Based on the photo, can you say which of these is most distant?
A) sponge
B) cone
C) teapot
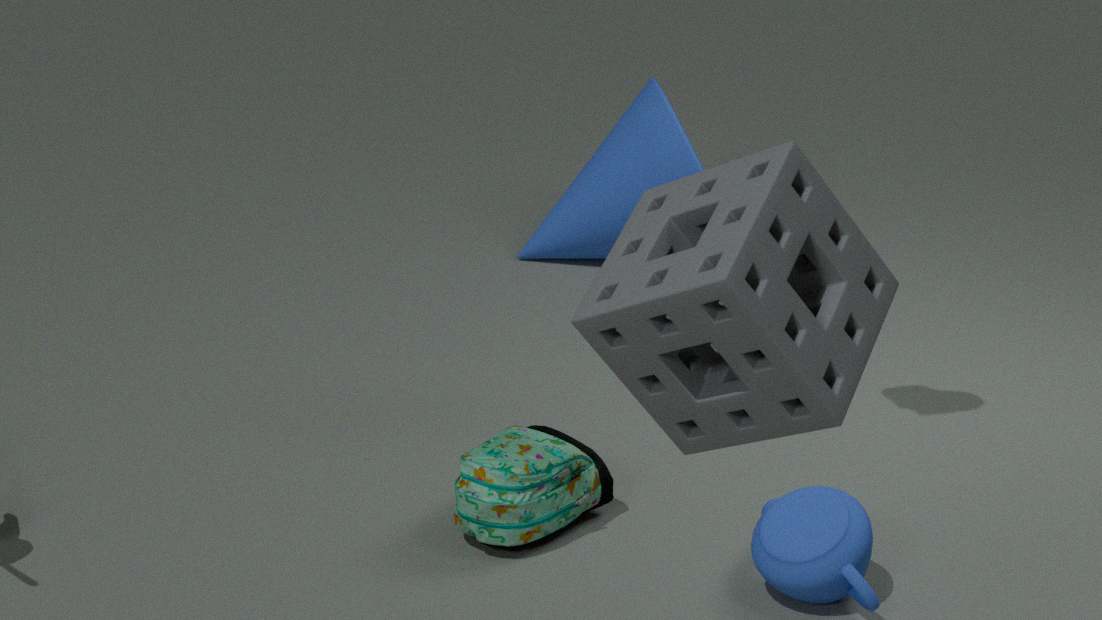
cone
